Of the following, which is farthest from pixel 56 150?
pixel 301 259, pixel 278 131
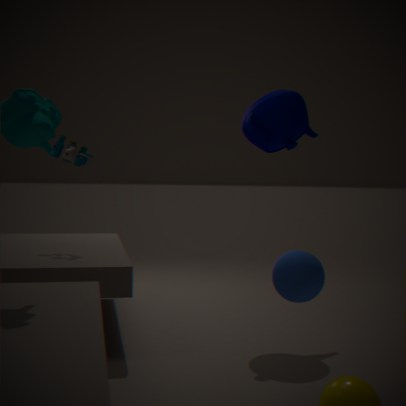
pixel 301 259
